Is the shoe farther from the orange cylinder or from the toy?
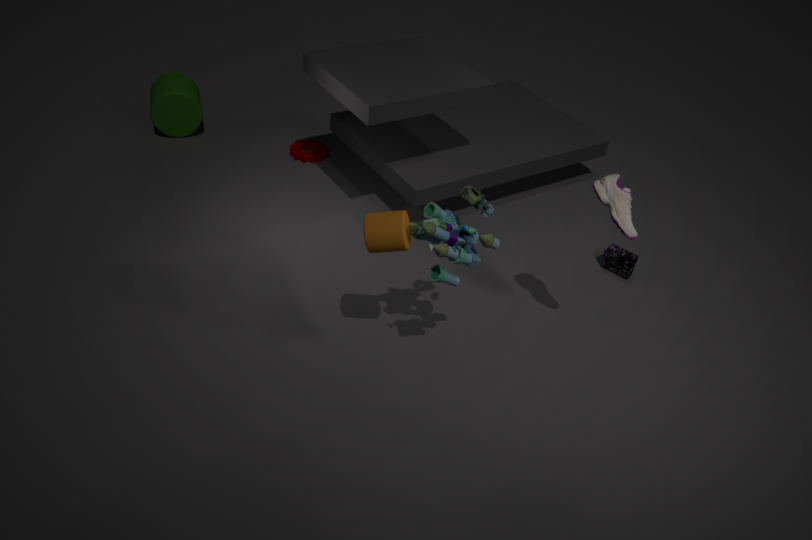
the orange cylinder
